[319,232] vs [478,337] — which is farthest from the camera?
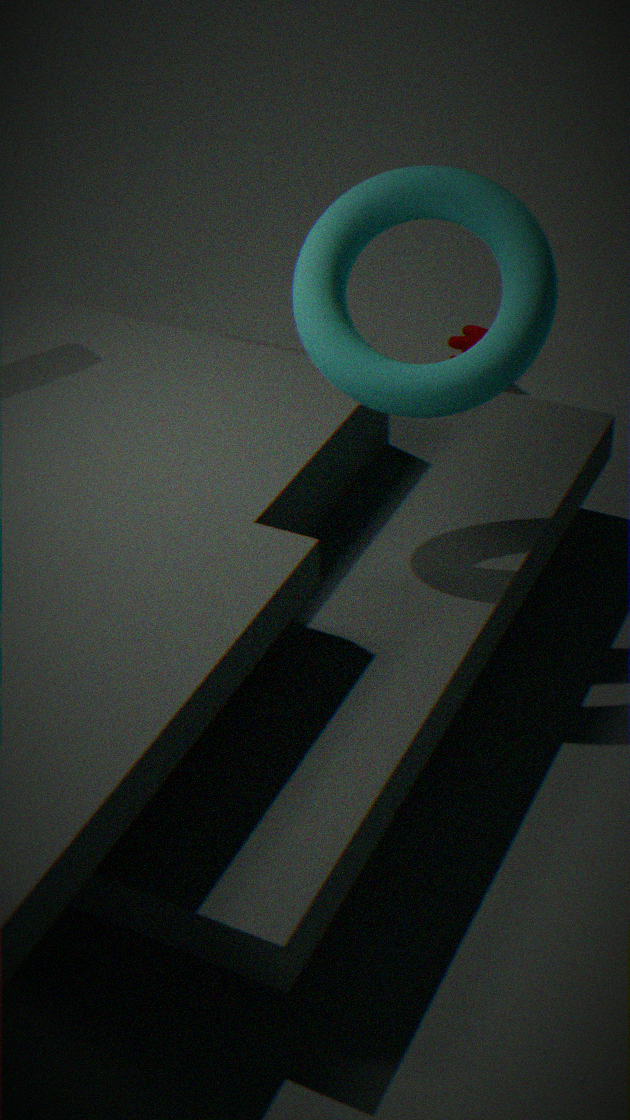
[478,337]
